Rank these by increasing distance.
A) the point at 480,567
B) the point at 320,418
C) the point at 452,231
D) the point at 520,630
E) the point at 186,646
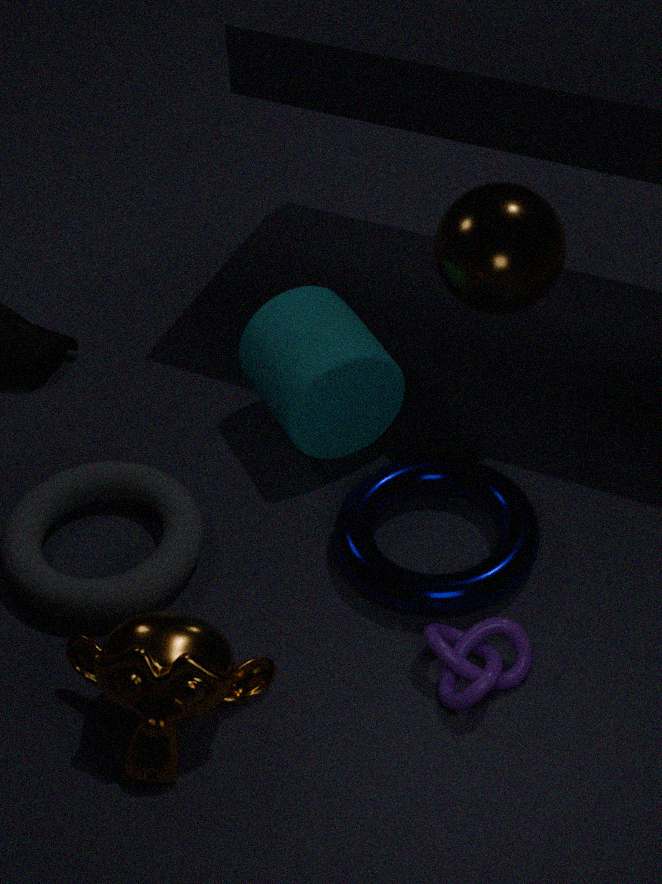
the point at 186,646
the point at 520,630
the point at 480,567
the point at 452,231
the point at 320,418
